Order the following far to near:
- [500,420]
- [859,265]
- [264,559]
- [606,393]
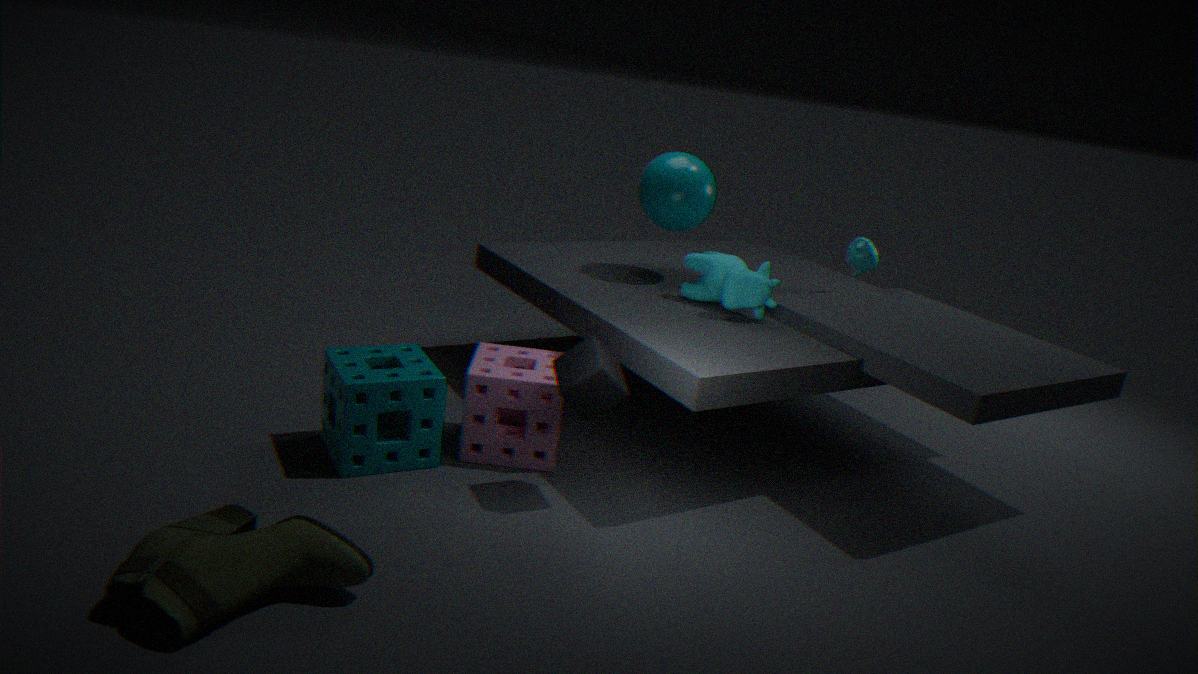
[859,265] < [500,420] < [606,393] < [264,559]
